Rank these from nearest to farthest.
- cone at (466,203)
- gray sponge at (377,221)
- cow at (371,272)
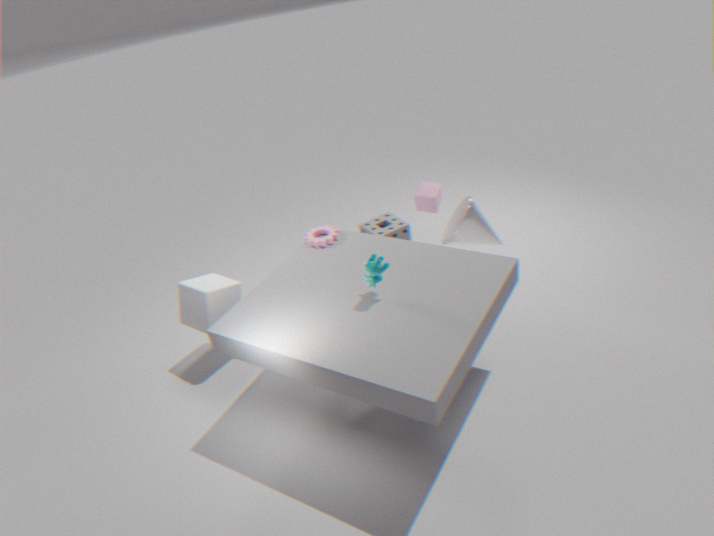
1. cow at (371,272)
2. cone at (466,203)
3. gray sponge at (377,221)
